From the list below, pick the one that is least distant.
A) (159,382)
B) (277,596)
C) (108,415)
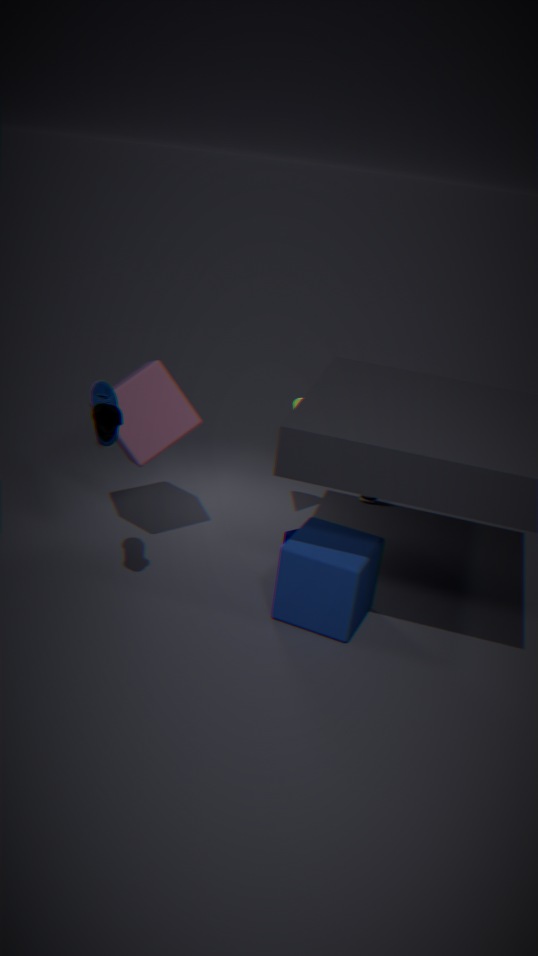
(108,415)
